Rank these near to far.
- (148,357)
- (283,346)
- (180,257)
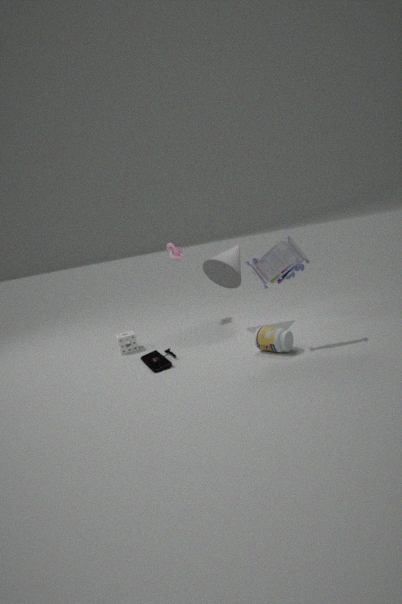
(283,346) < (148,357) < (180,257)
